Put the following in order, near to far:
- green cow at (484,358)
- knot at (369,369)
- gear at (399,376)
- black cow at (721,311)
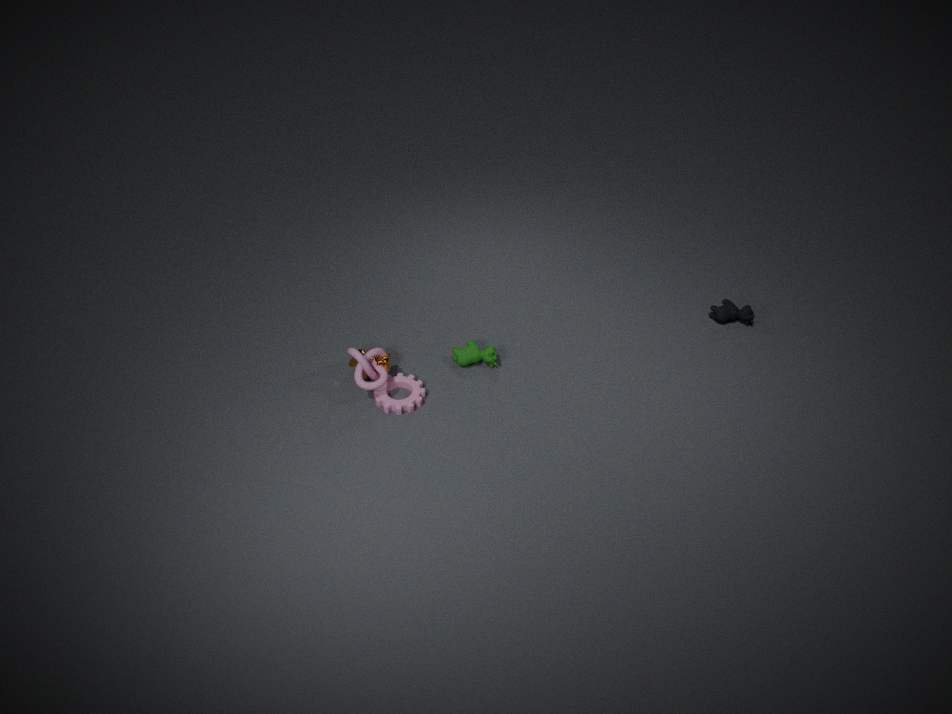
knot at (369,369)
gear at (399,376)
green cow at (484,358)
black cow at (721,311)
